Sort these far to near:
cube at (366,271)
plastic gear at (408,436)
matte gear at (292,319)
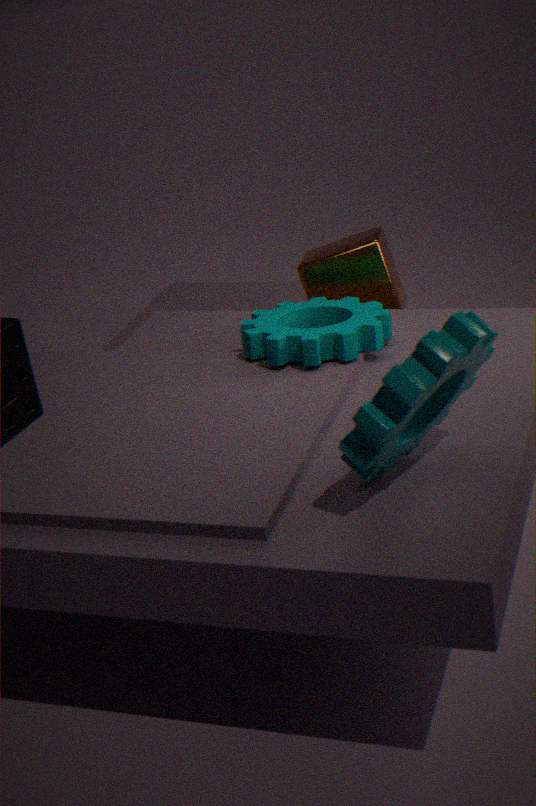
1. cube at (366,271)
2. matte gear at (292,319)
3. plastic gear at (408,436)
